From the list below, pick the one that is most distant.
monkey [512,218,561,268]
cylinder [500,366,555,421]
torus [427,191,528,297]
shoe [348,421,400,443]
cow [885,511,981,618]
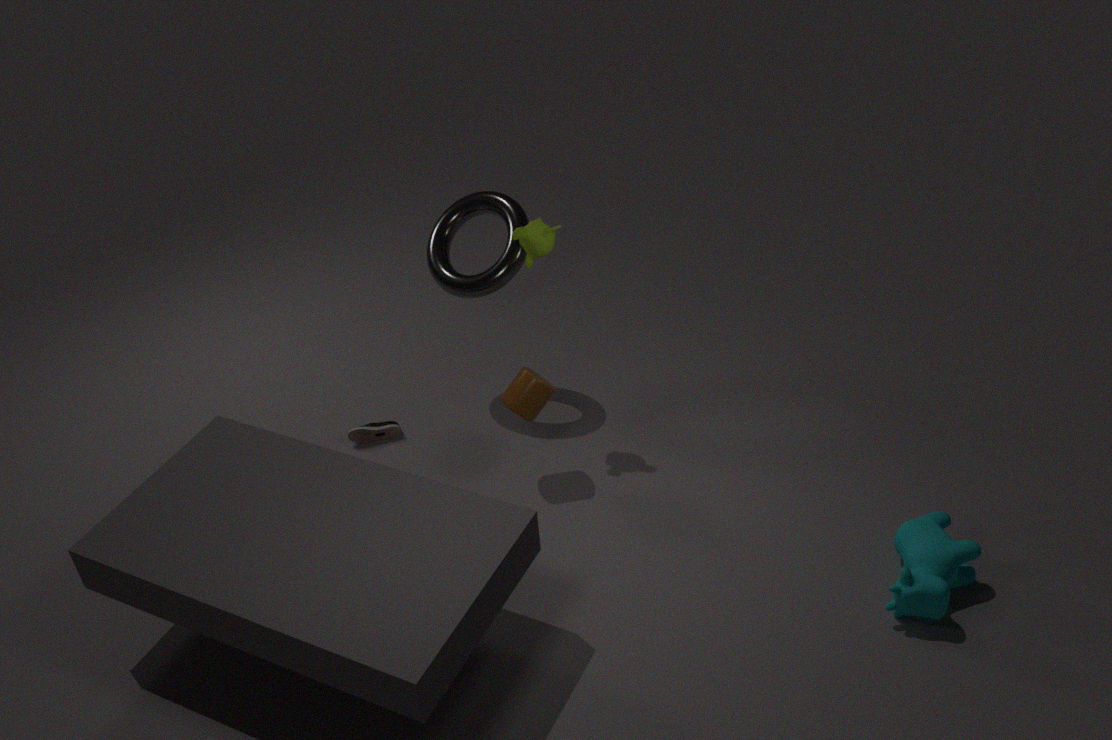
shoe [348,421,400,443]
